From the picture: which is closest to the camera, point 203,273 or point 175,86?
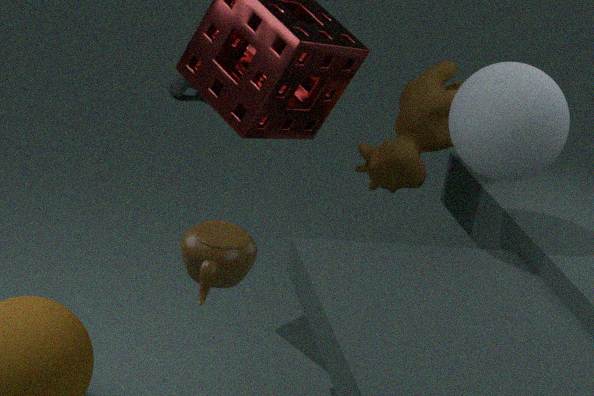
point 203,273
